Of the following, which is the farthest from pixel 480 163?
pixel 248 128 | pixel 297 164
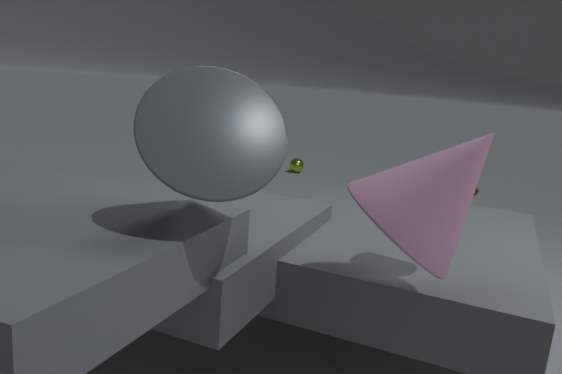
pixel 297 164
